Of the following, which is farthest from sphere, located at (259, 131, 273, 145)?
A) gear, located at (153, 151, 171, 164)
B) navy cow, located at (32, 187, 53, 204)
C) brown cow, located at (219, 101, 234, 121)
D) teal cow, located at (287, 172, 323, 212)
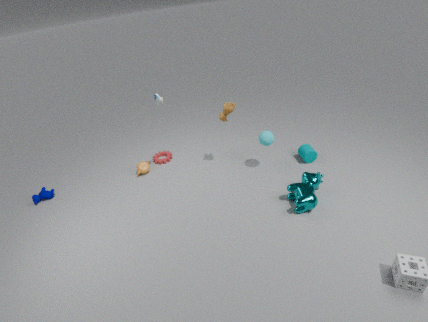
navy cow, located at (32, 187, 53, 204)
